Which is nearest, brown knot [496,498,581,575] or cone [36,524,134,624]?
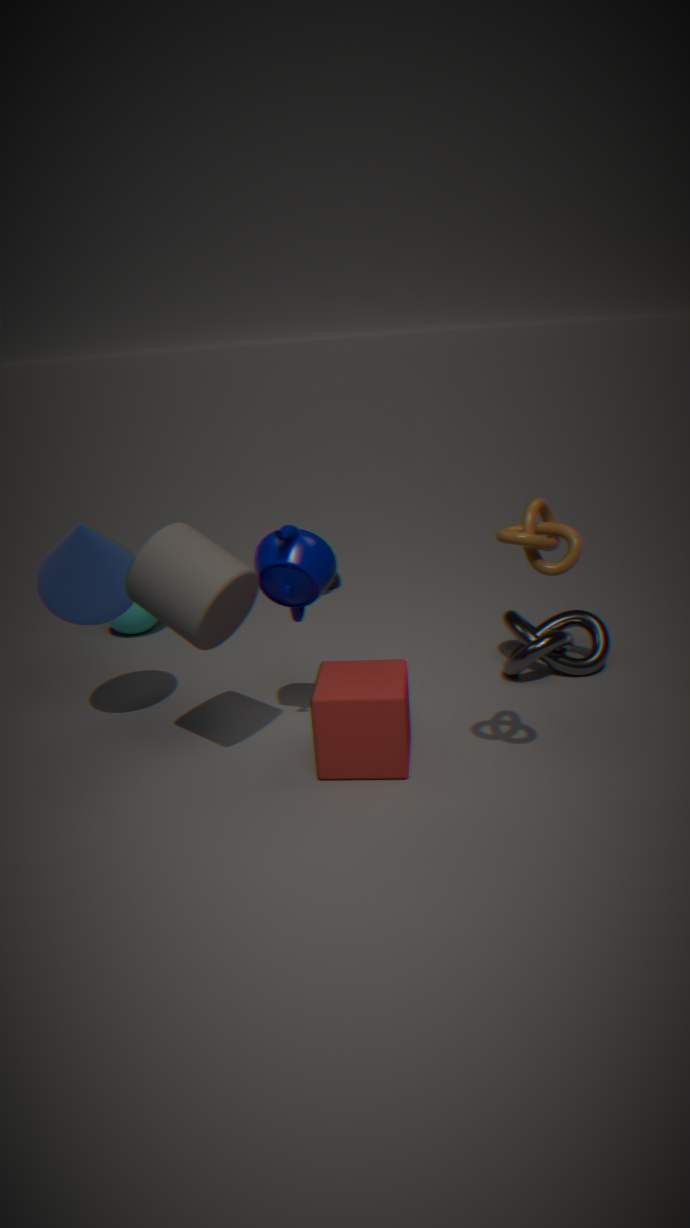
→ brown knot [496,498,581,575]
